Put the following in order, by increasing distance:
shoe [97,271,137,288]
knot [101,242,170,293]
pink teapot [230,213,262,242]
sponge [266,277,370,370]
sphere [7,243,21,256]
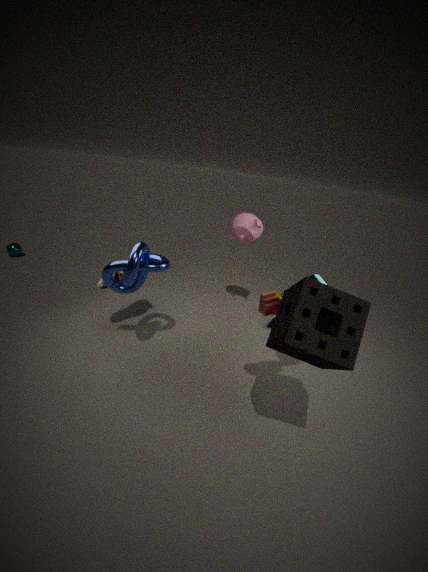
sponge [266,277,370,370]
knot [101,242,170,293]
shoe [97,271,137,288]
pink teapot [230,213,262,242]
sphere [7,243,21,256]
